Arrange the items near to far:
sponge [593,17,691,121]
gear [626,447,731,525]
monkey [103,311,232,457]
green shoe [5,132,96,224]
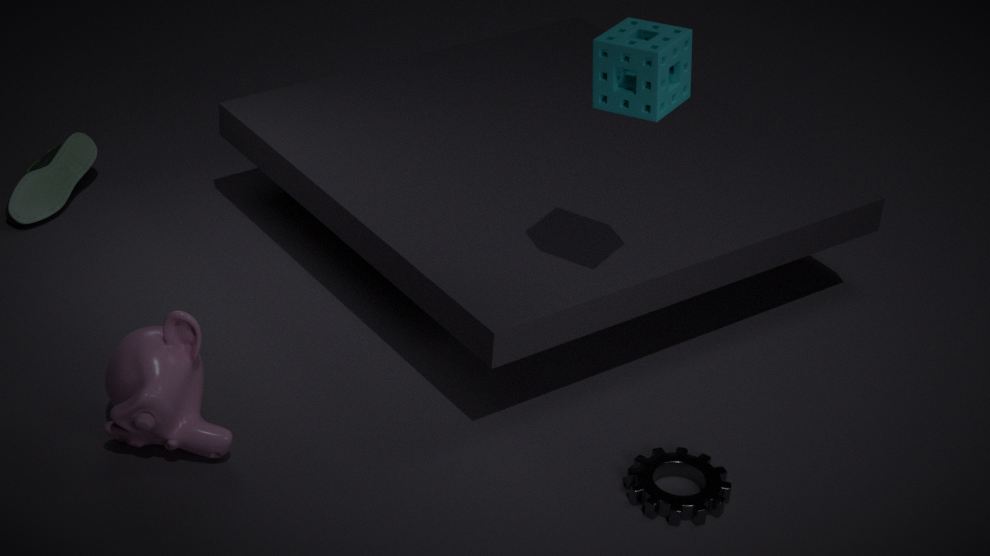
sponge [593,17,691,121] < monkey [103,311,232,457] < gear [626,447,731,525] < green shoe [5,132,96,224]
